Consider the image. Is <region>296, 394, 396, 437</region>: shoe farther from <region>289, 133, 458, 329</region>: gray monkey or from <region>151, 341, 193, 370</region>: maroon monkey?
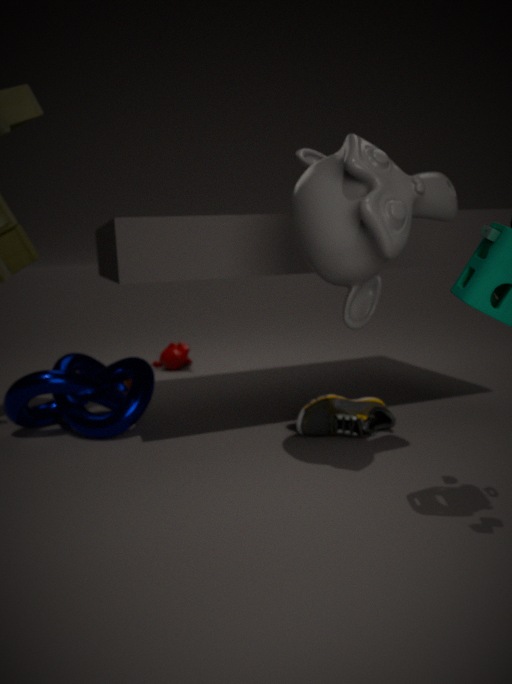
<region>151, 341, 193, 370</region>: maroon monkey
